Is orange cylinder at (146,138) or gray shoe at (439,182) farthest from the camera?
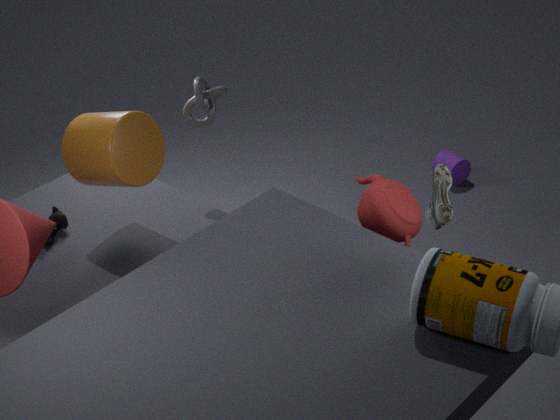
orange cylinder at (146,138)
